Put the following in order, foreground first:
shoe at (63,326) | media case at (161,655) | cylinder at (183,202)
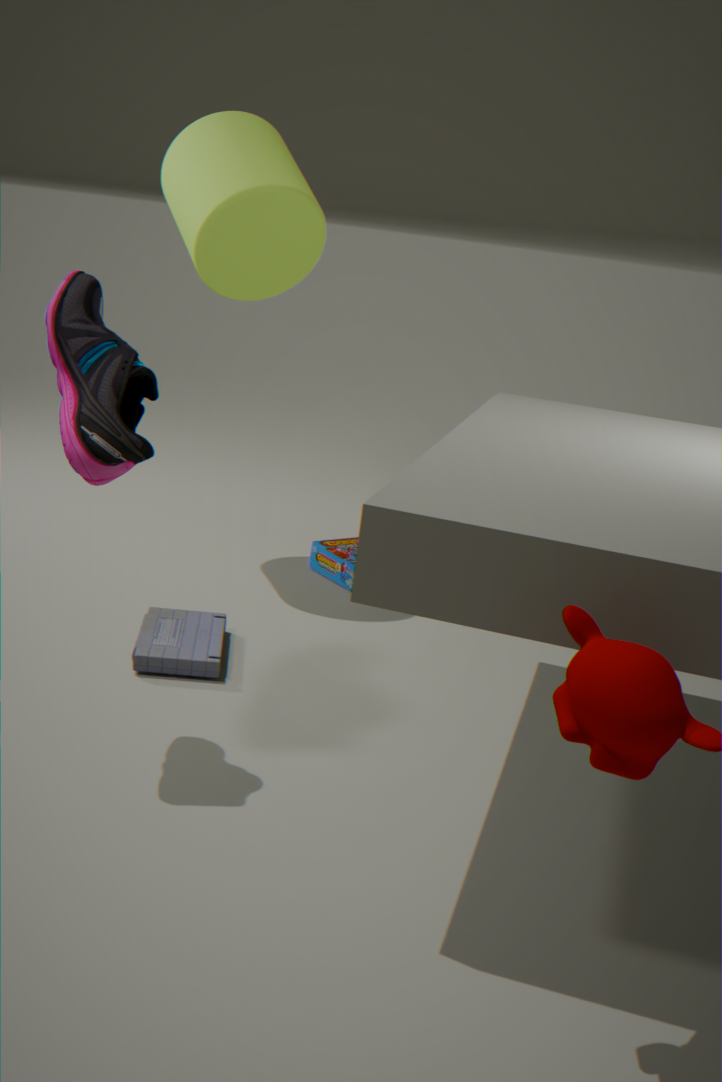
shoe at (63,326), media case at (161,655), cylinder at (183,202)
